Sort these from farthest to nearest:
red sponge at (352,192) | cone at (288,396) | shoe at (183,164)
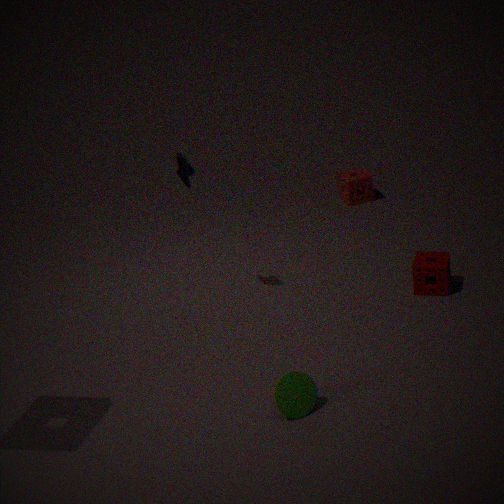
red sponge at (352,192)
shoe at (183,164)
cone at (288,396)
